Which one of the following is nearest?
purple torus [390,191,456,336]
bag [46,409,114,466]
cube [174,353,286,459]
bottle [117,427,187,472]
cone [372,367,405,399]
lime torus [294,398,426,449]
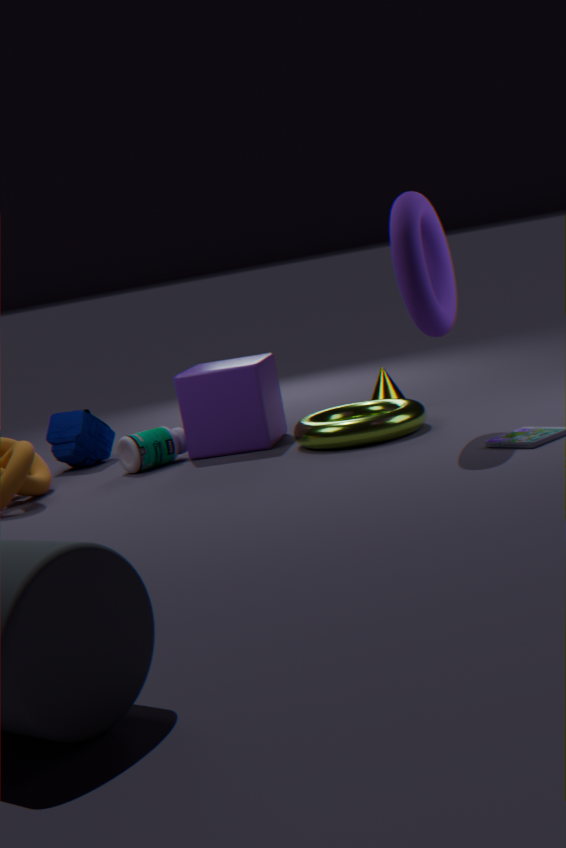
purple torus [390,191,456,336]
